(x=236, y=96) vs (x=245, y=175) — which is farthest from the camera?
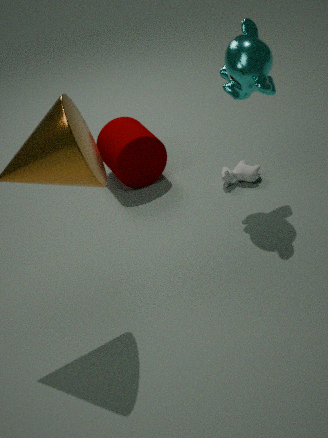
(x=245, y=175)
